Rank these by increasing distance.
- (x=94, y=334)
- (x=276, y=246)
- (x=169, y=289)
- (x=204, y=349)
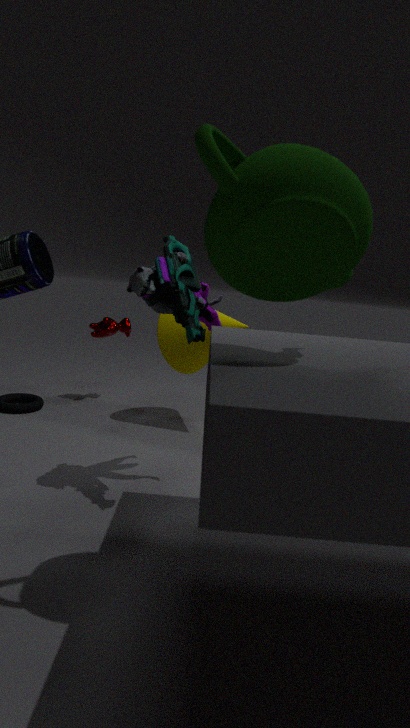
(x=276, y=246) < (x=169, y=289) < (x=204, y=349) < (x=94, y=334)
